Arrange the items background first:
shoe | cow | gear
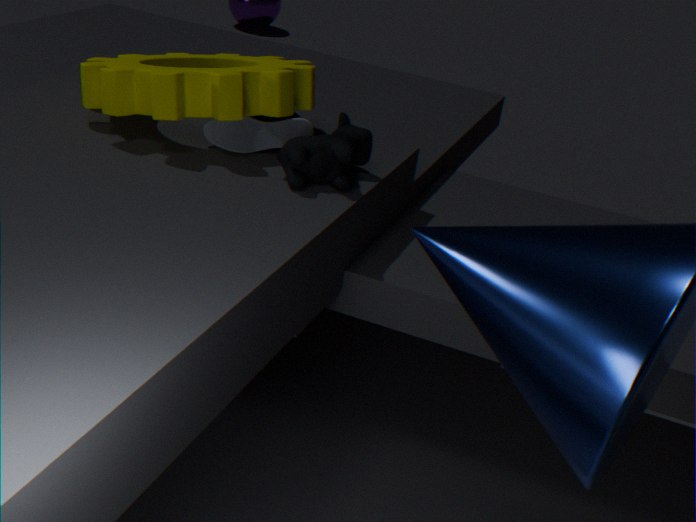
shoe, gear, cow
